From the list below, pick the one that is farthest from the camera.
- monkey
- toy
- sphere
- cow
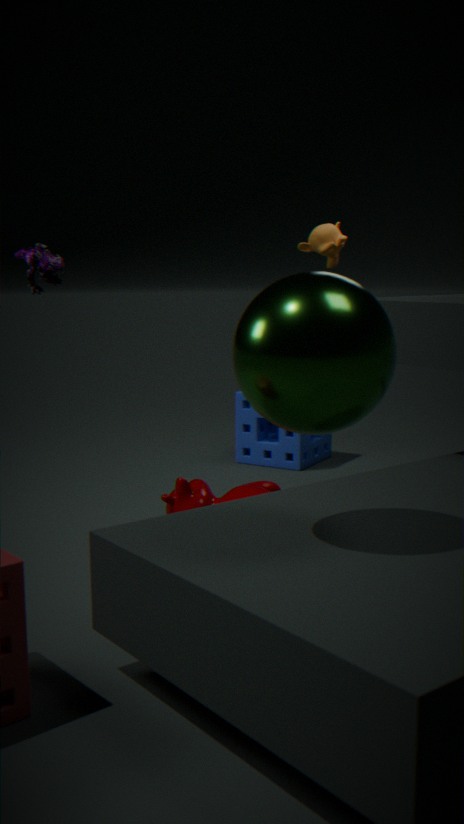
monkey
